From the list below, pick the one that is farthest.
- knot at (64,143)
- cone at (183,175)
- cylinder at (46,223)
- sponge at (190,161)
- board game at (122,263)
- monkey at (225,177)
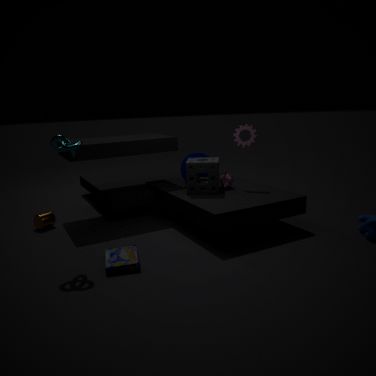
cone at (183,175)
